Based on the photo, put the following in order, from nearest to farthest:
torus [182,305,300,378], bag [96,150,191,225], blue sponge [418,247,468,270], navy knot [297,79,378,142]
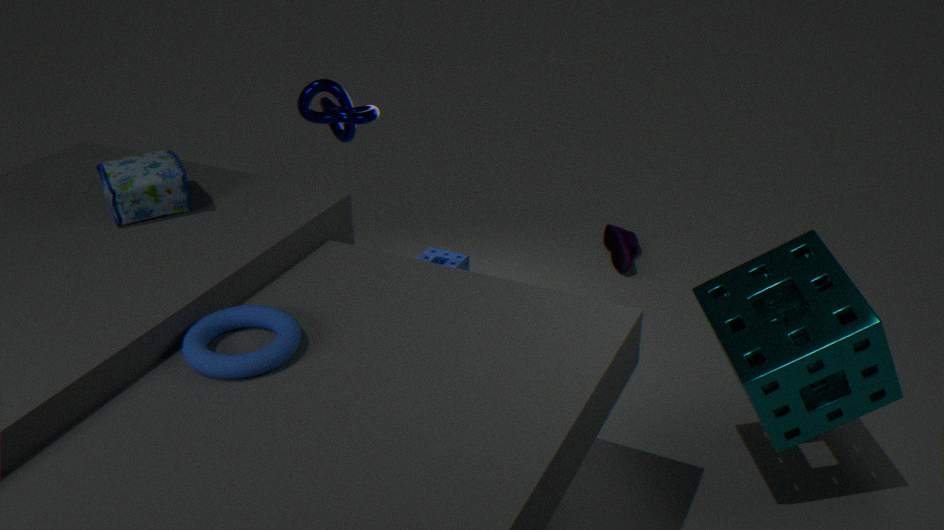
torus [182,305,300,378] < bag [96,150,191,225] < navy knot [297,79,378,142] < blue sponge [418,247,468,270]
